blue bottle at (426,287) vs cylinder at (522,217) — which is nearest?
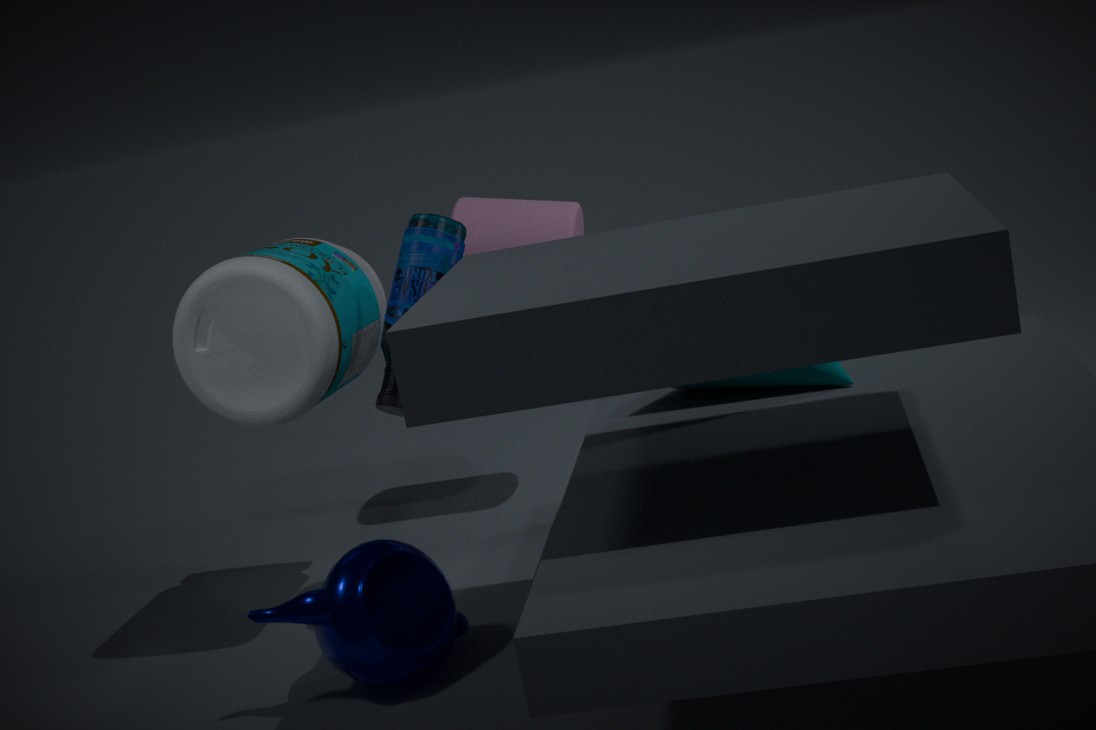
blue bottle at (426,287)
